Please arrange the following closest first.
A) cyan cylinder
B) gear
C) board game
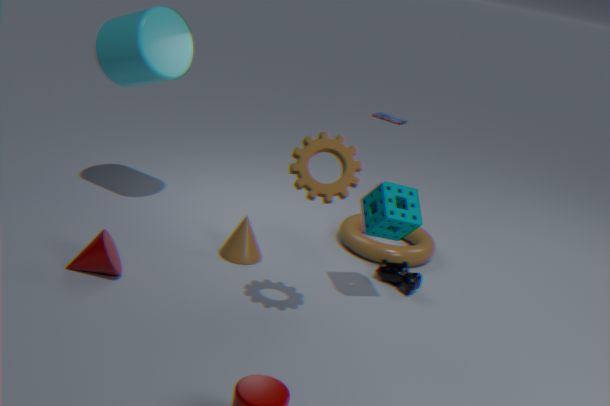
gear → cyan cylinder → board game
